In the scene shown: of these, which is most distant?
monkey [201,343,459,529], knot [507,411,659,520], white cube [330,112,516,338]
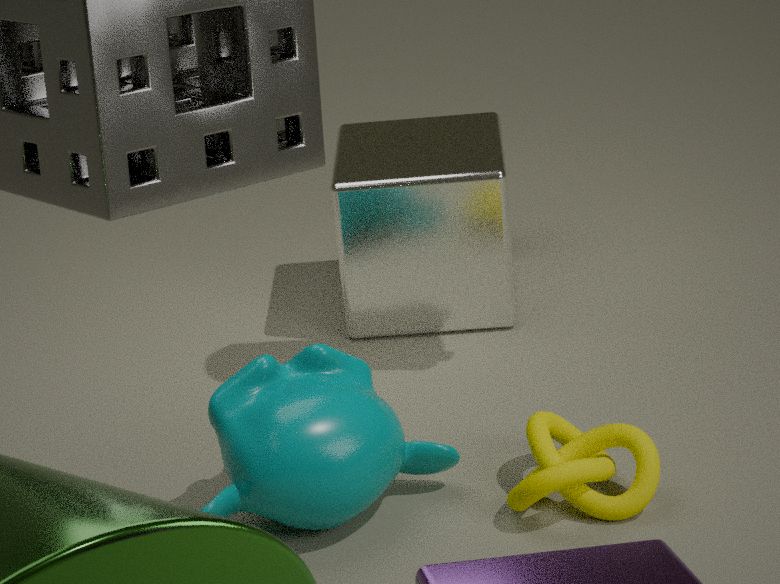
white cube [330,112,516,338]
